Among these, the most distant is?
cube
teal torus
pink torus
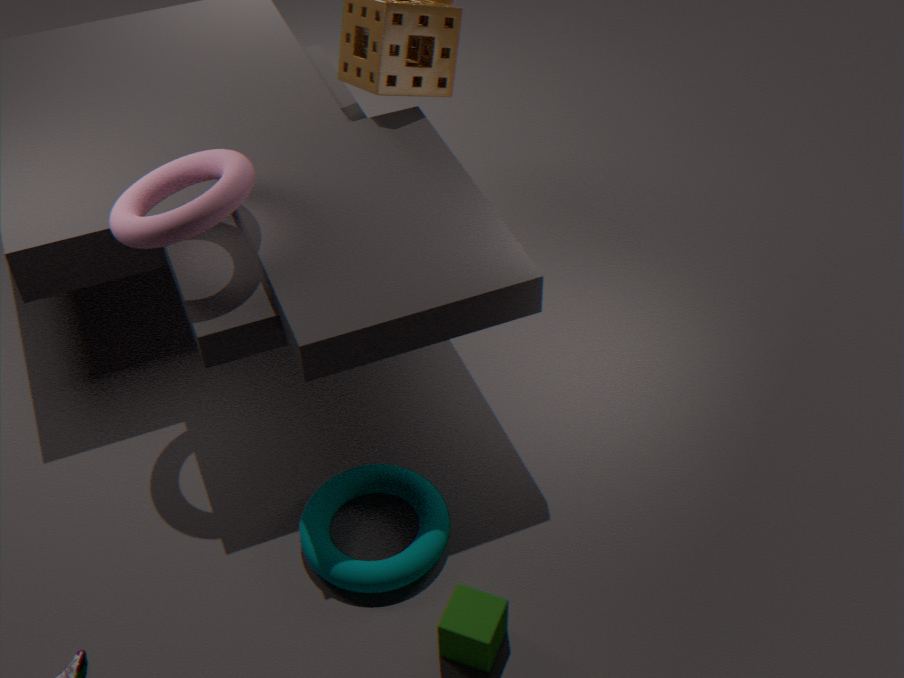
teal torus
